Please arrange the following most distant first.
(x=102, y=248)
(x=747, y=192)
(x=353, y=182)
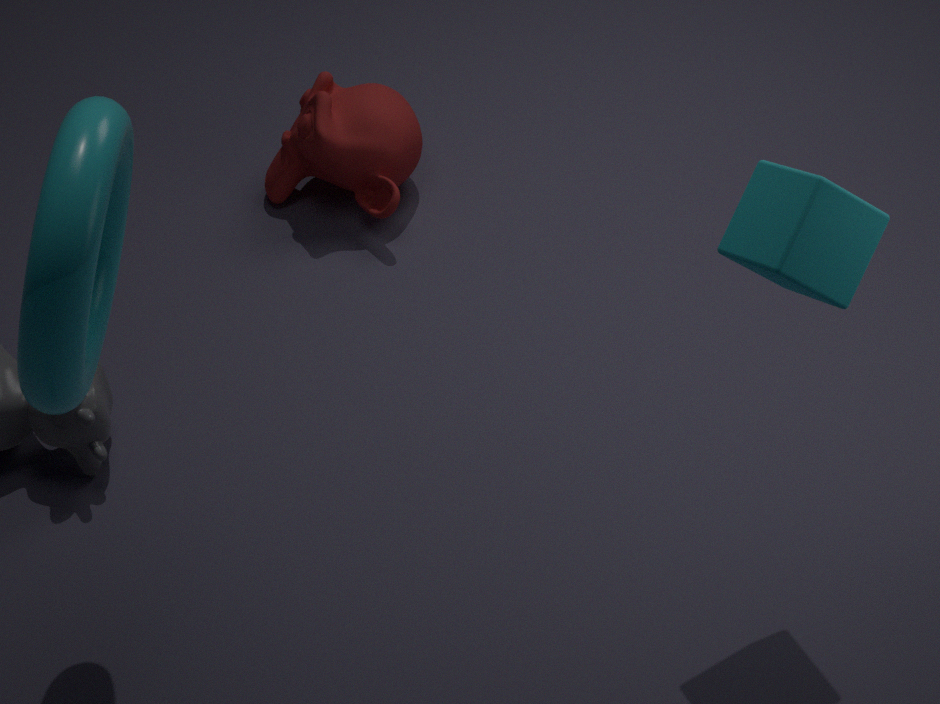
1. (x=353, y=182)
2. (x=102, y=248)
3. (x=747, y=192)
